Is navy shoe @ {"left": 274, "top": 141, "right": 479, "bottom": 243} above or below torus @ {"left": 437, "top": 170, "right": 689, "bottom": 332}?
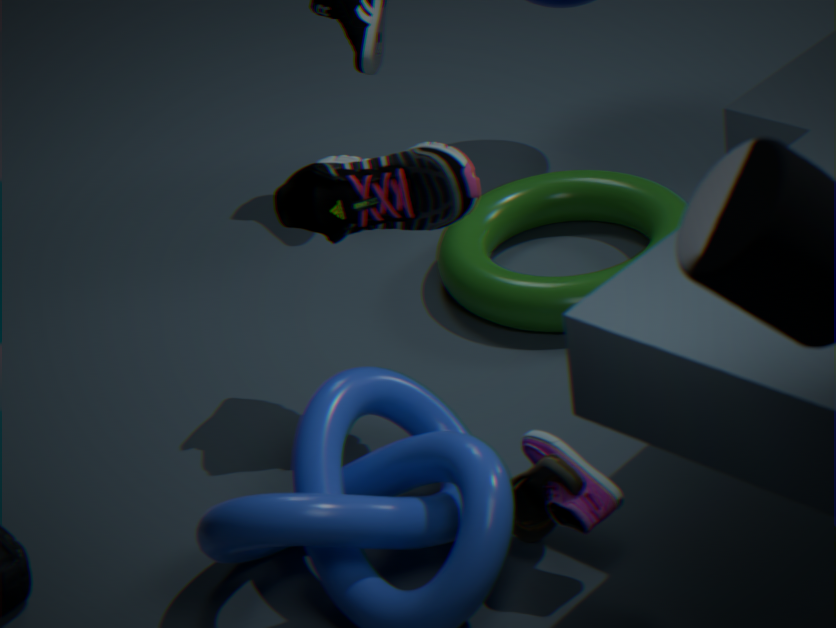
above
